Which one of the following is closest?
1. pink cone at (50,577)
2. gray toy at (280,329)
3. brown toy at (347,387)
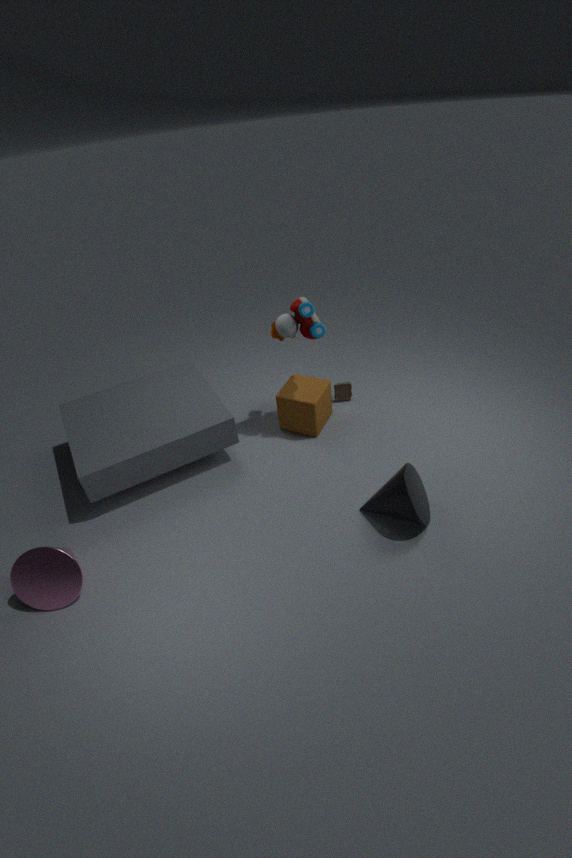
pink cone at (50,577)
